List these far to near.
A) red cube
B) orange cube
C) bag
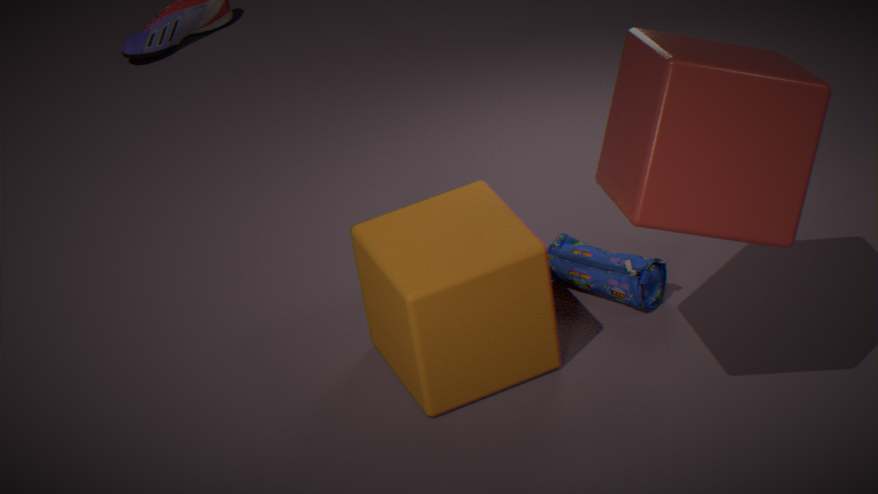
bag, orange cube, red cube
